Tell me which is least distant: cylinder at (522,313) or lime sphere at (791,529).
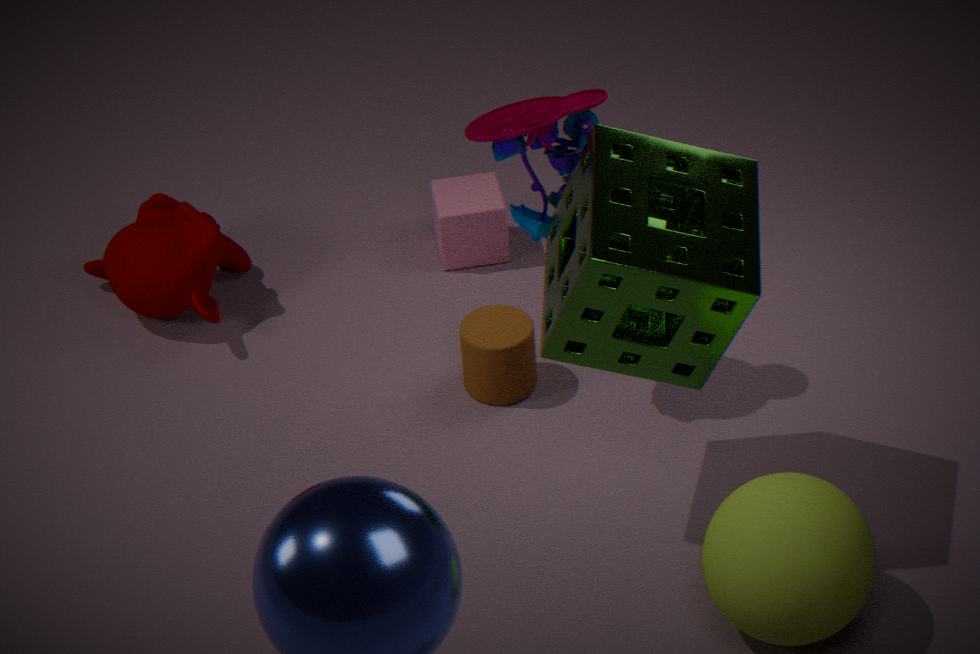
lime sphere at (791,529)
